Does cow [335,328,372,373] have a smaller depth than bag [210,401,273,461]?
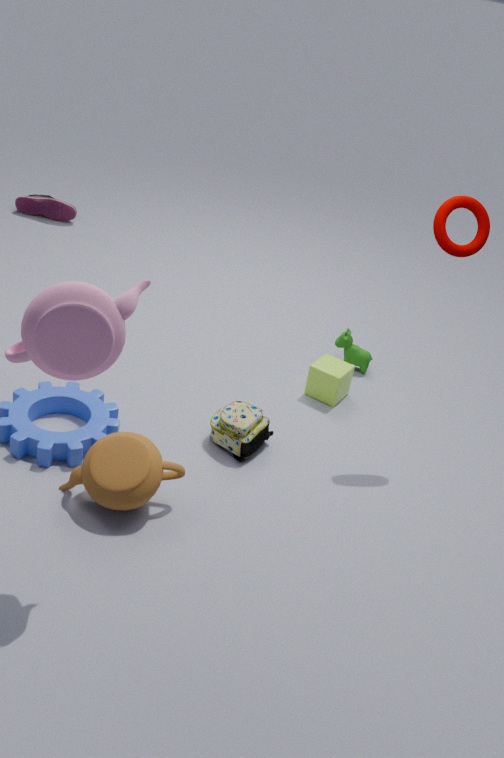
No
